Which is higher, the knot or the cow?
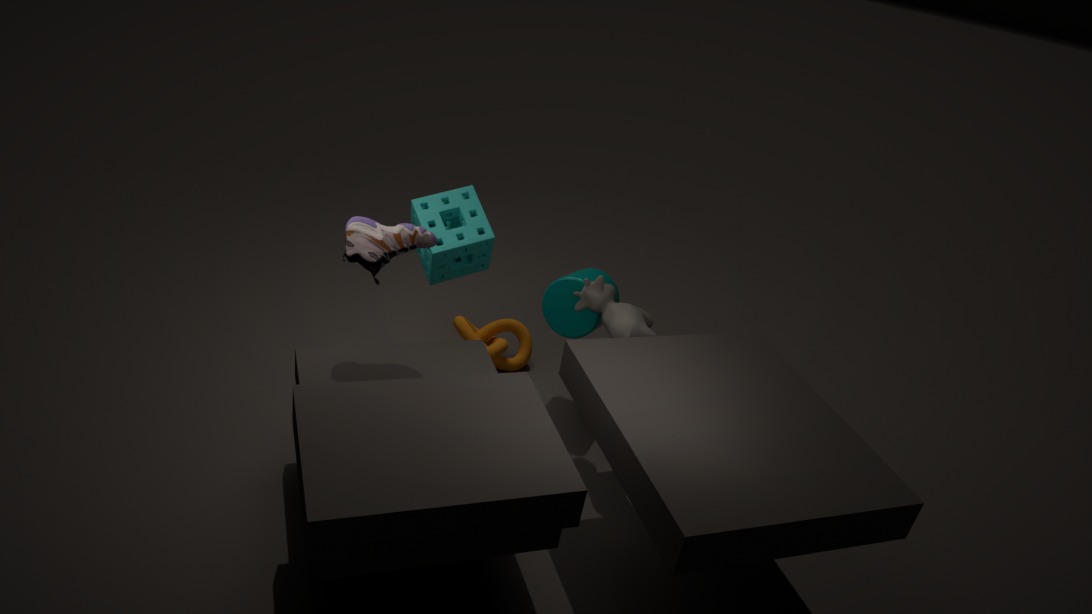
the cow
